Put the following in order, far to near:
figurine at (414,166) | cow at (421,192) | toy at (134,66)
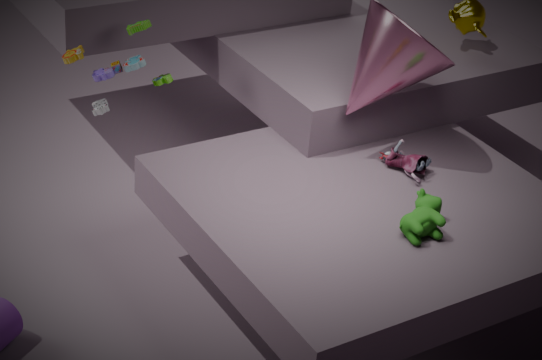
toy at (134,66) → figurine at (414,166) → cow at (421,192)
